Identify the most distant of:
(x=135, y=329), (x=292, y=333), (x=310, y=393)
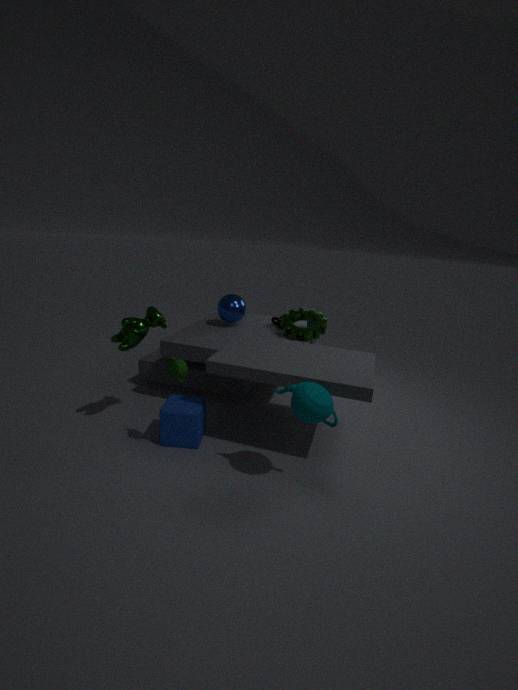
(x=292, y=333)
